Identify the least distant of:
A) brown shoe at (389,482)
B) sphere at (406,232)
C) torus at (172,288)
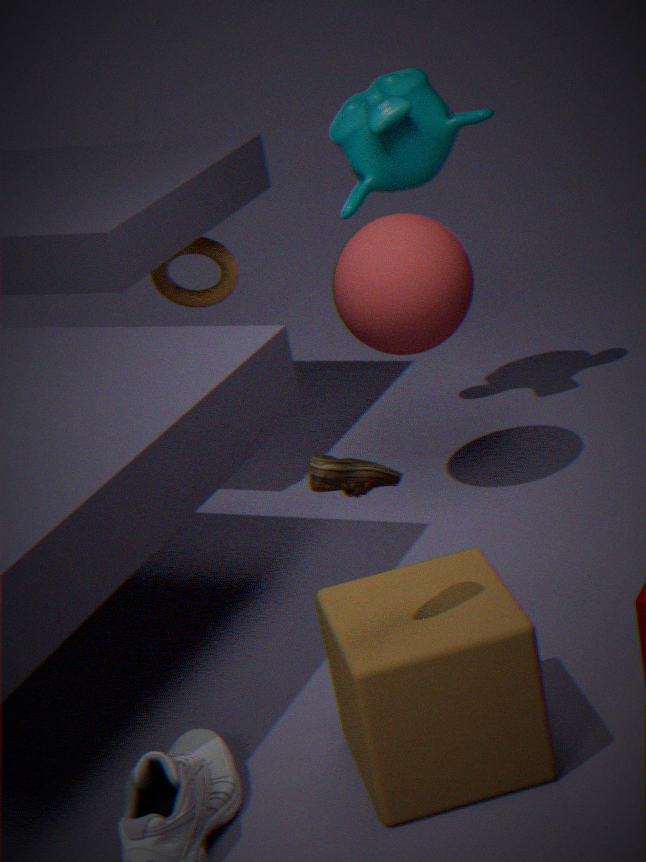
brown shoe at (389,482)
